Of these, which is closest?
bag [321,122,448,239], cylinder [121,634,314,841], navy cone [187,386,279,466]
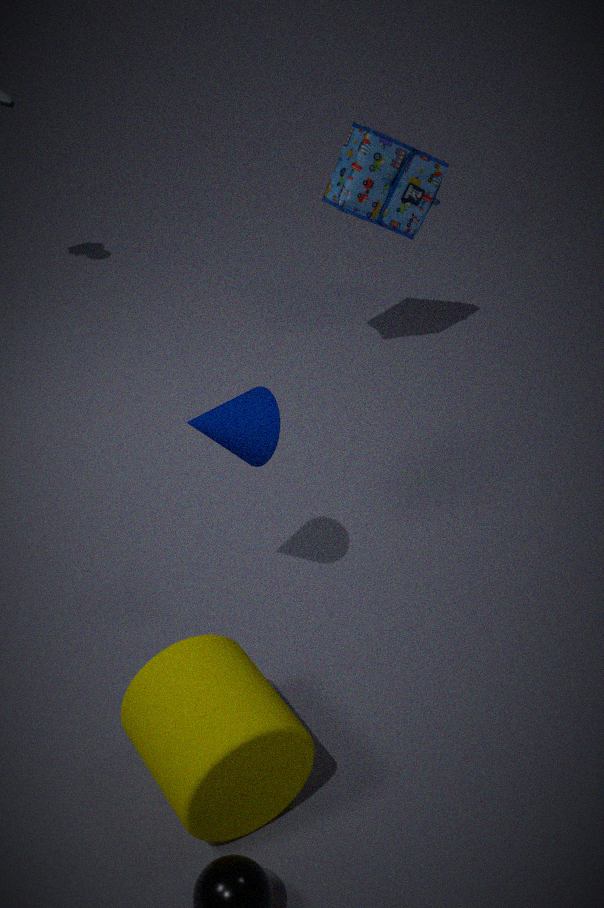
cylinder [121,634,314,841]
